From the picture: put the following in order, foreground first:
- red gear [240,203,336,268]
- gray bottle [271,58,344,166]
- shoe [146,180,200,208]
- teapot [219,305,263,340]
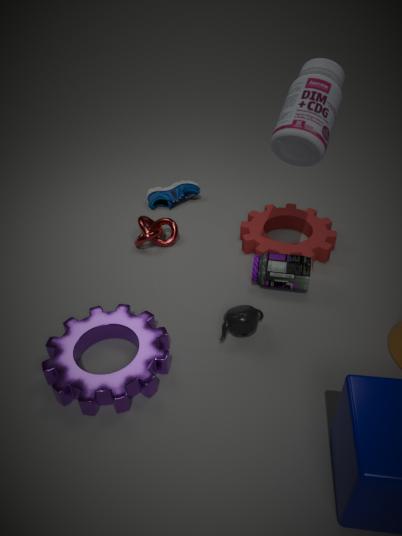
gray bottle [271,58,344,166]
teapot [219,305,263,340]
red gear [240,203,336,268]
shoe [146,180,200,208]
